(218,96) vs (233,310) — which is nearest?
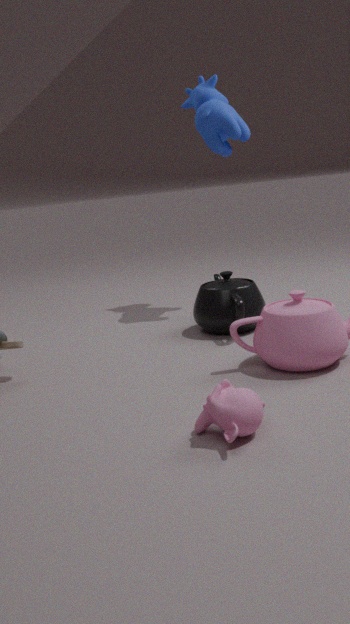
(233,310)
